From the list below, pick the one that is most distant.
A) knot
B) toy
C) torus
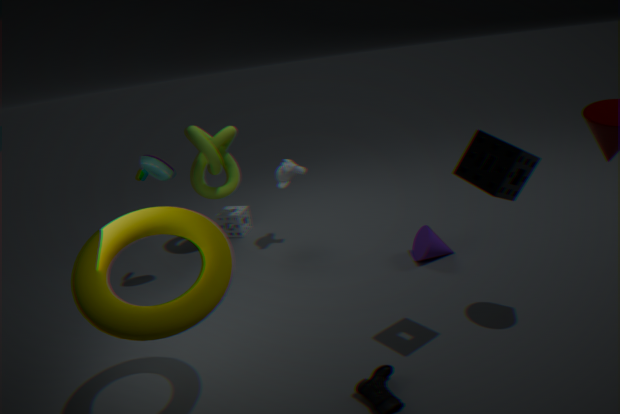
knot
